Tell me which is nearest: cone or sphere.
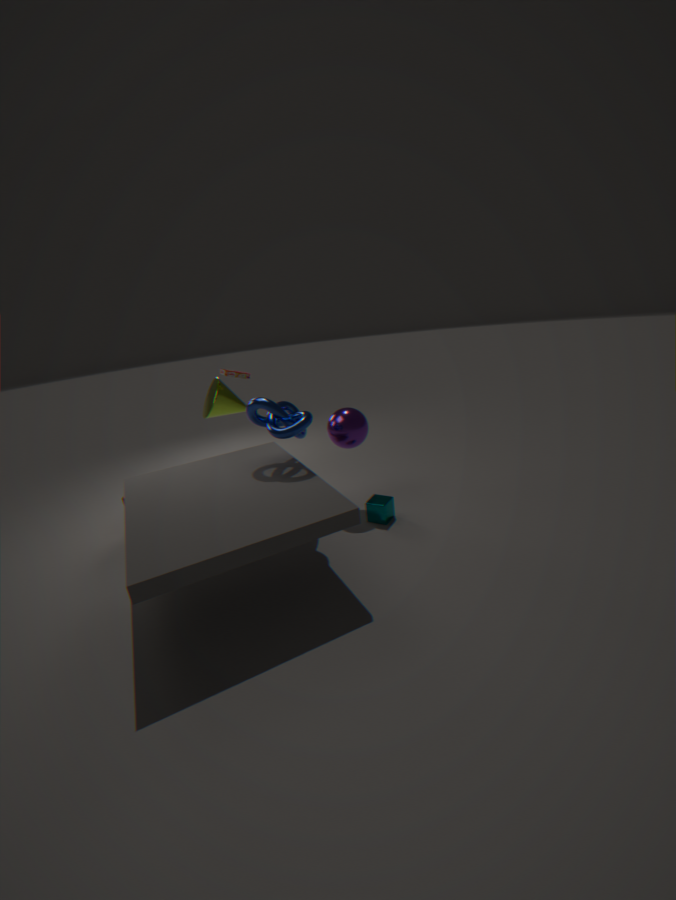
sphere
